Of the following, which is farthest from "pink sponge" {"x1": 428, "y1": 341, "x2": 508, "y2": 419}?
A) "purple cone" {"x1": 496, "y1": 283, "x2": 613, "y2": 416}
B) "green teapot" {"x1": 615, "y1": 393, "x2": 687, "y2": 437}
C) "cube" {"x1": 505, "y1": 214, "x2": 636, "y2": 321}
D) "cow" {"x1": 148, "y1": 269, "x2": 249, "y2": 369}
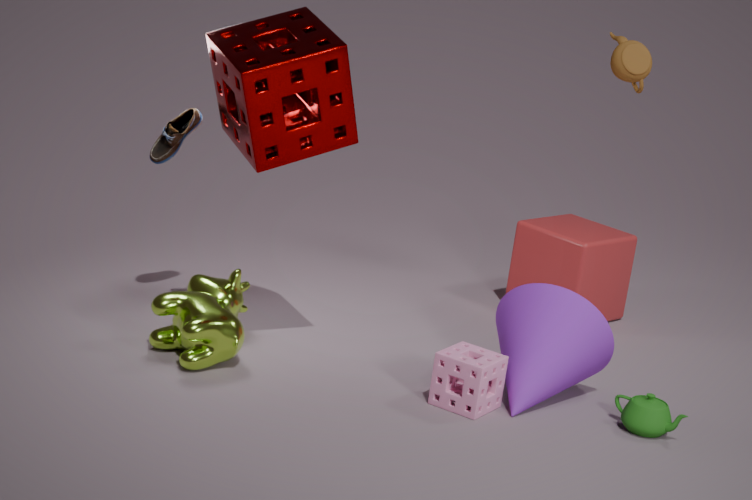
"cube" {"x1": 505, "y1": 214, "x2": 636, "y2": 321}
